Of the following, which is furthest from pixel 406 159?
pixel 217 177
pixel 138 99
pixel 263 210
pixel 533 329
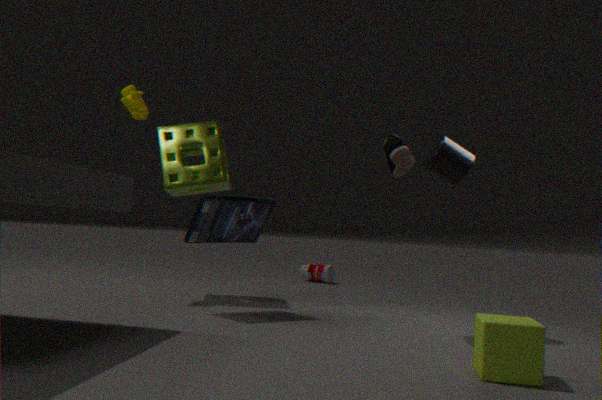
pixel 138 99
